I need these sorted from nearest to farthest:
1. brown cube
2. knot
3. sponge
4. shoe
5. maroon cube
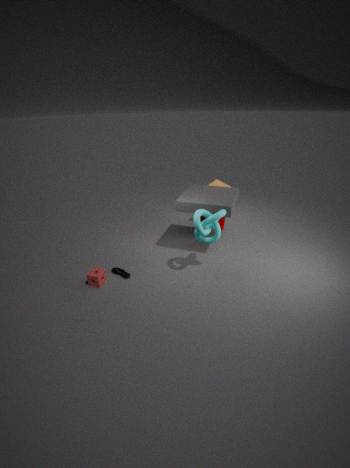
knot
sponge
shoe
maroon cube
brown cube
